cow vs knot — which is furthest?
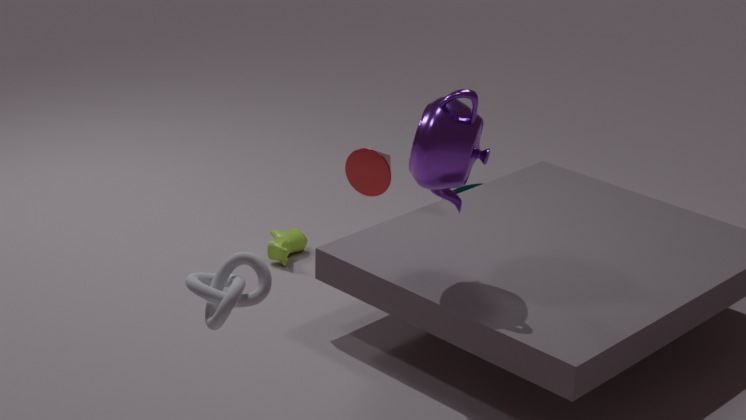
cow
